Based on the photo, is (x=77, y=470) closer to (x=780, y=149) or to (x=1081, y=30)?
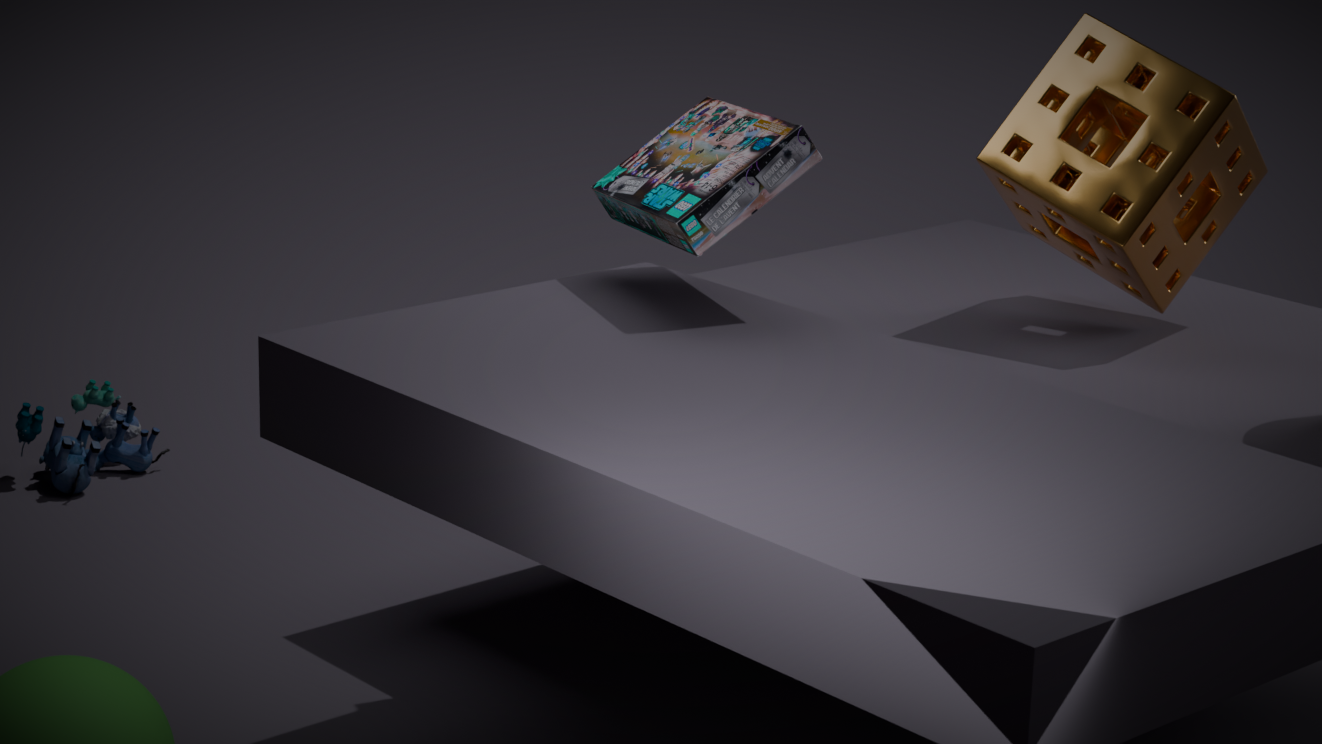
(x=780, y=149)
